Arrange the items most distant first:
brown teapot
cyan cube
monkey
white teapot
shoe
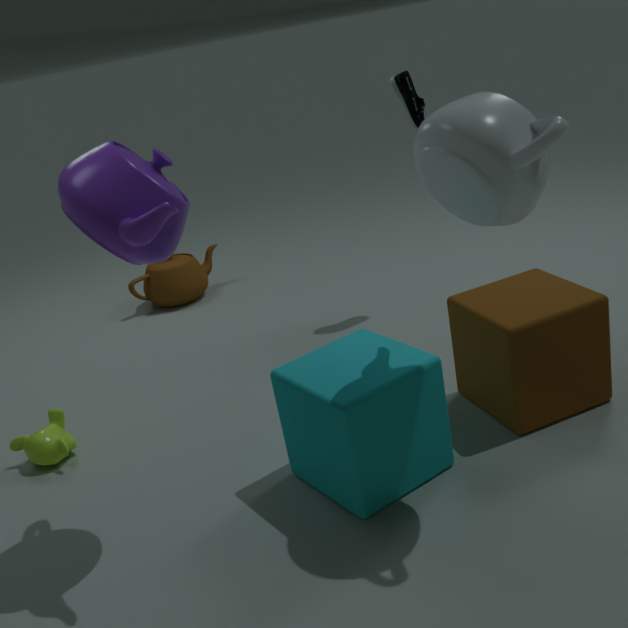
brown teapot, shoe, monkey, cyan cube, white teapot
